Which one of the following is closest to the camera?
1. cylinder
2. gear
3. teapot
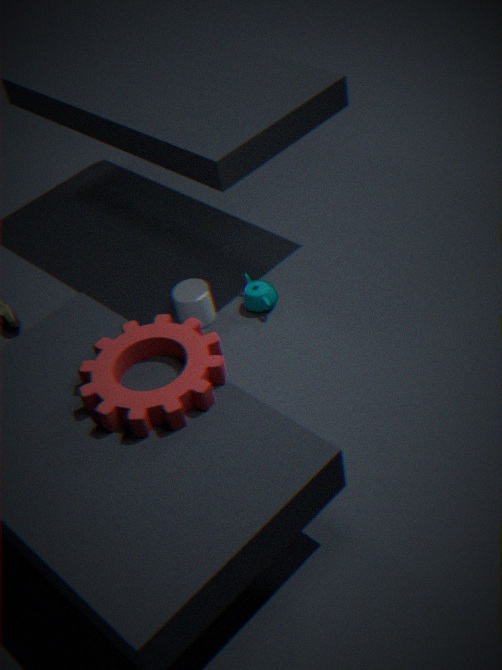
gear
